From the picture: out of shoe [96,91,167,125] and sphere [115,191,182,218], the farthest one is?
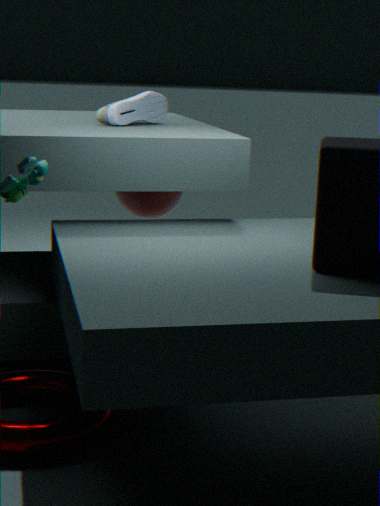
sphere [115,191,182,218]
